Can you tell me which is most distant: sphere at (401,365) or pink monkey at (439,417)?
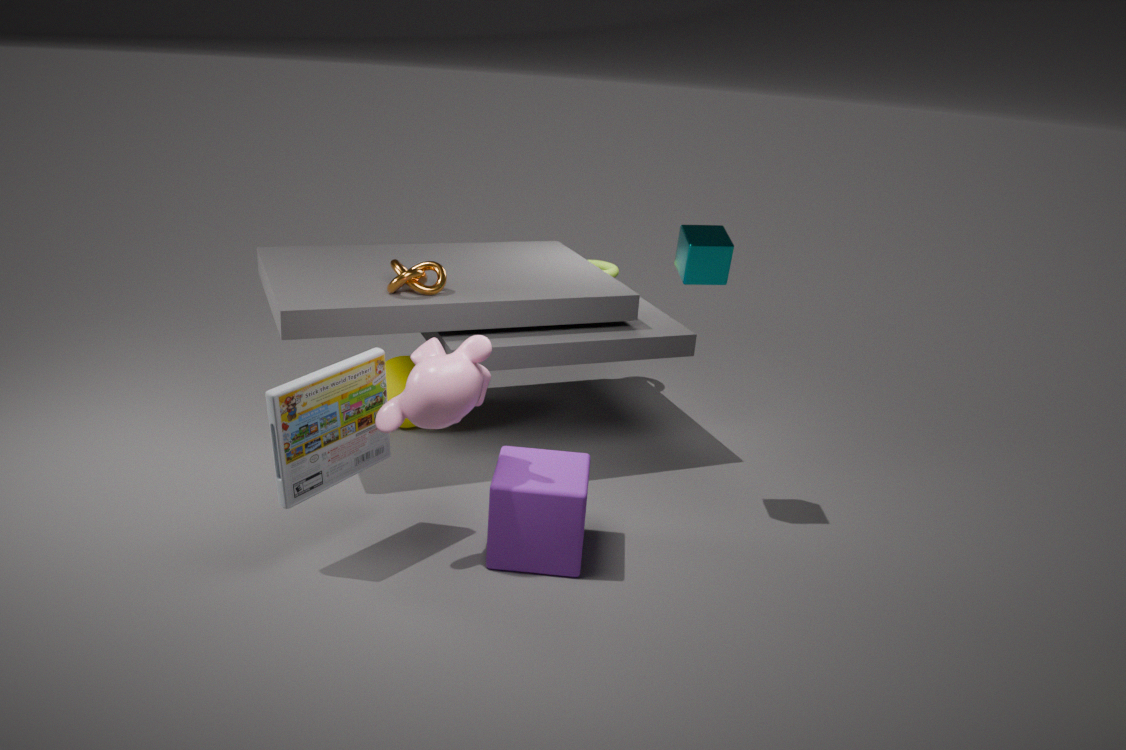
sphere at (401,365)
